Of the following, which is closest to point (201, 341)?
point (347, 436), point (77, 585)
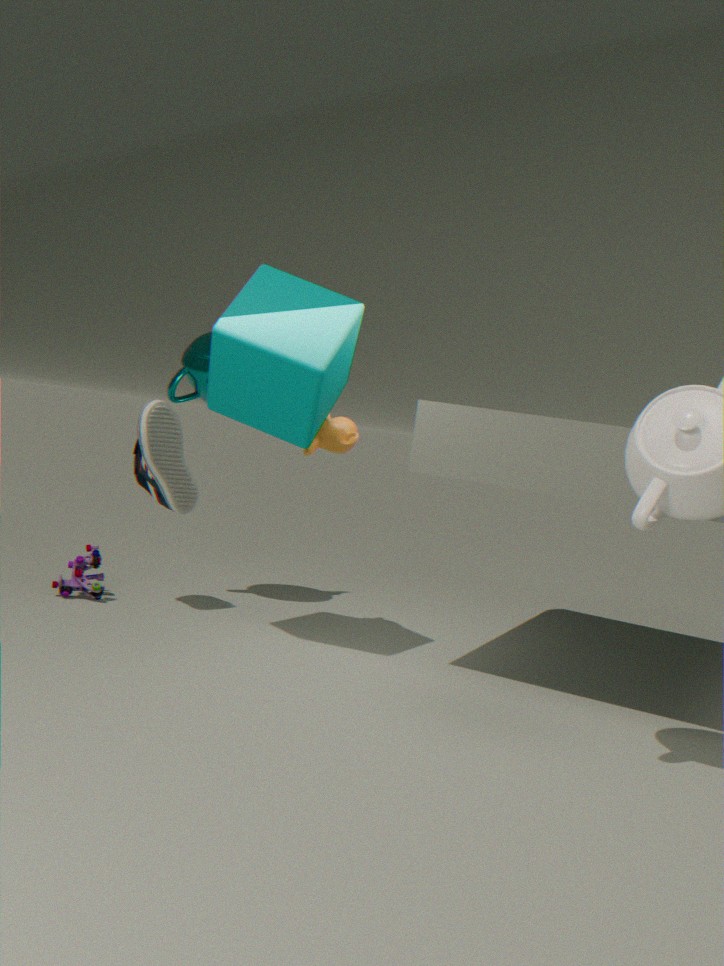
point (347, 436)
